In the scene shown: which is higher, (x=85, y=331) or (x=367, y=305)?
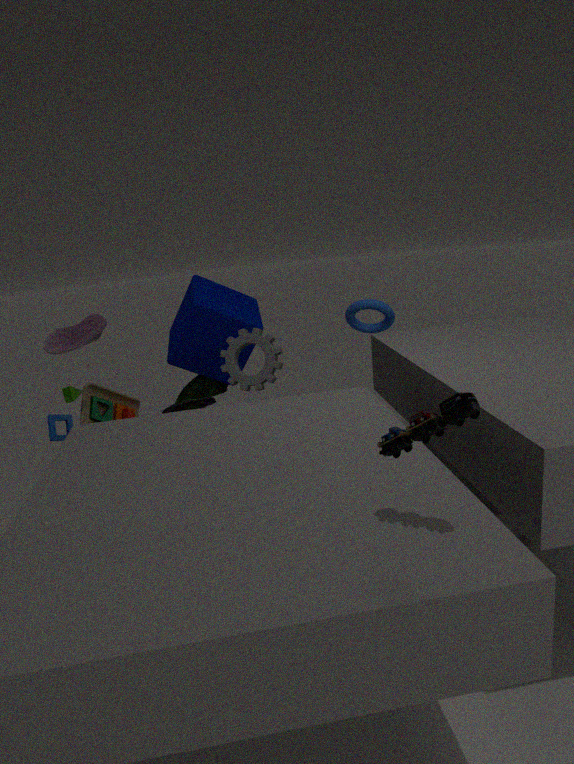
(x=85, y=331)
